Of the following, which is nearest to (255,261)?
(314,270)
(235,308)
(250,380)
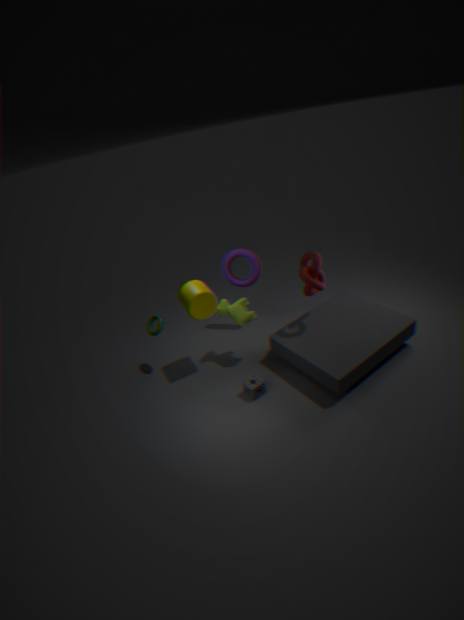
(235,308)
